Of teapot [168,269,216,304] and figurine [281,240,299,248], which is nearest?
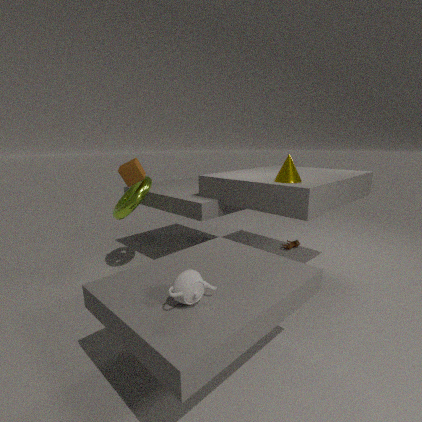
teapot [168,269,216,304]
